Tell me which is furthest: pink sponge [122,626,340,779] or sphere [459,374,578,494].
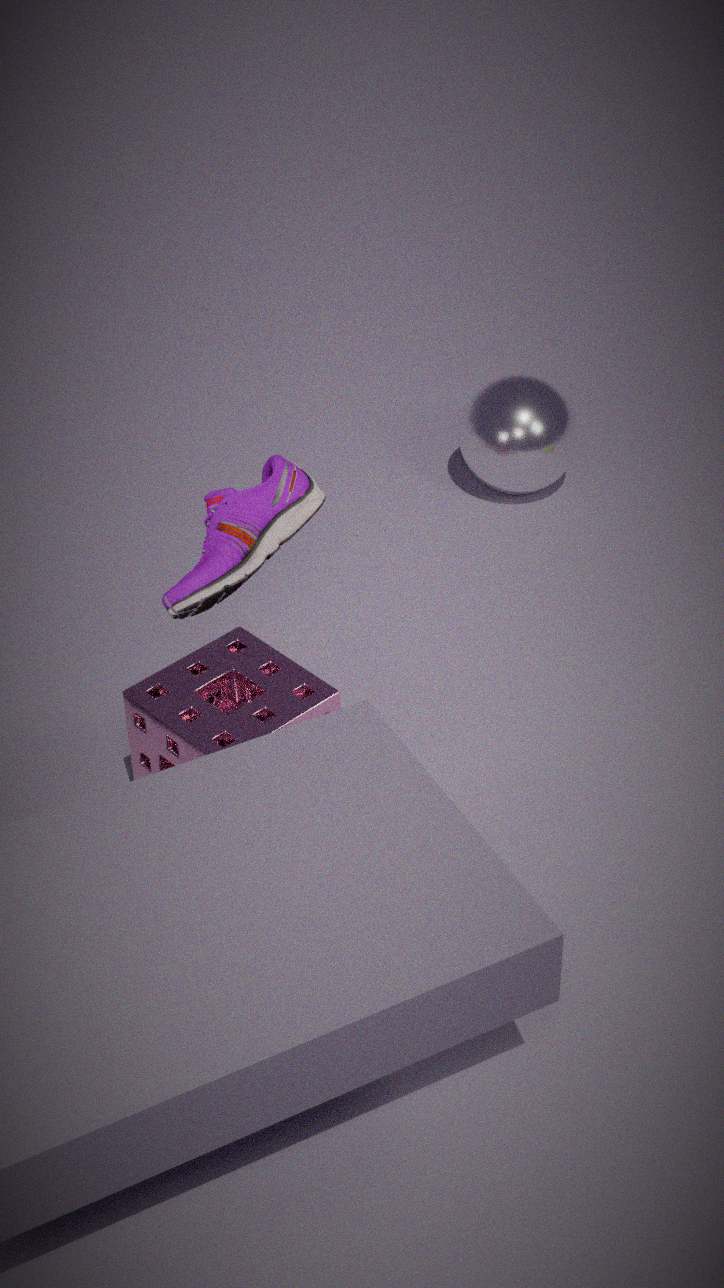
sphere [459,374,578,494]
